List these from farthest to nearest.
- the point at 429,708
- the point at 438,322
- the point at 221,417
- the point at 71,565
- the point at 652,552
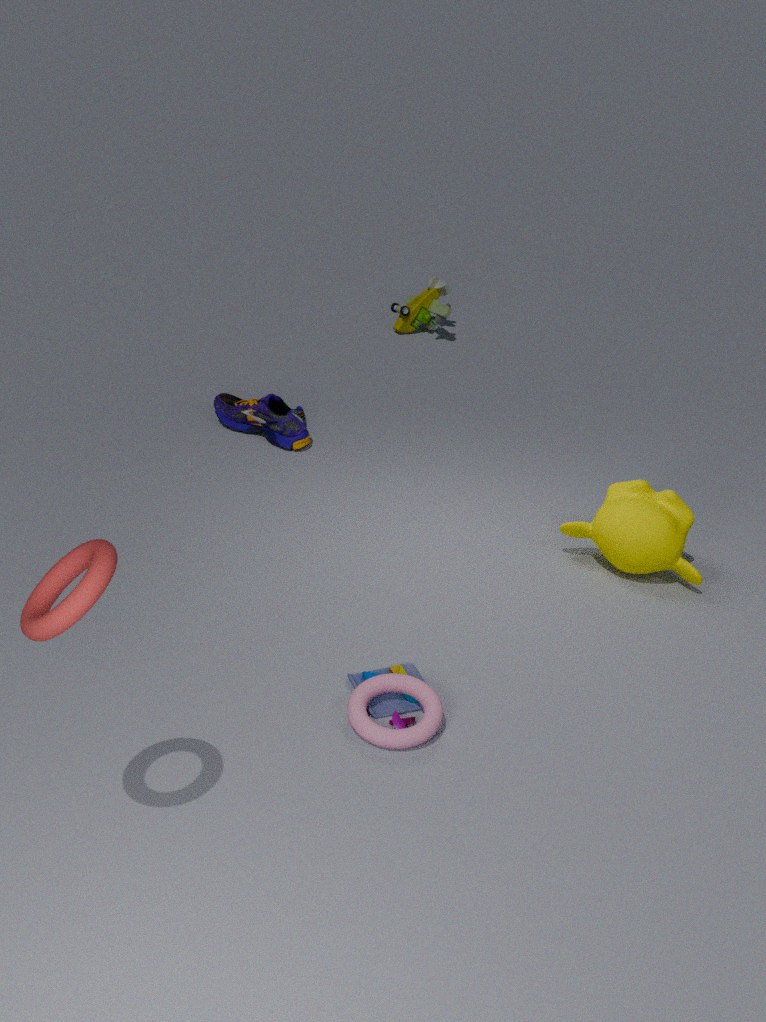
the point at 438,322
the point at 221,417
the point at 652,552
the point at 429,708
the point at 71,565
